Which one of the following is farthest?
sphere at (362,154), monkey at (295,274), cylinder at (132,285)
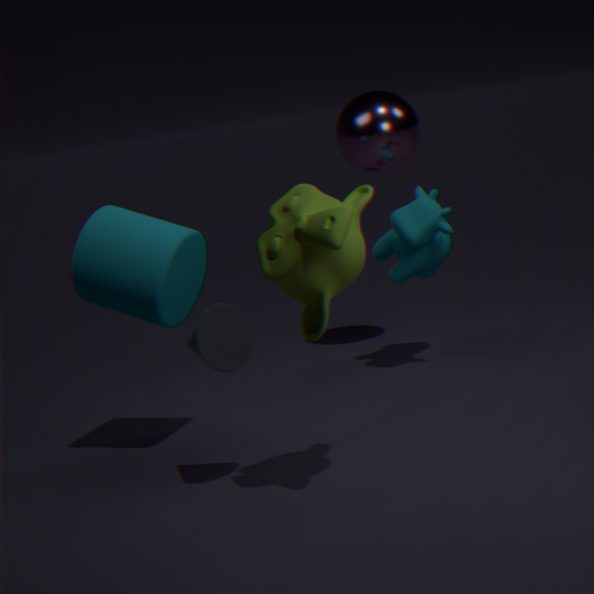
sphere at (362,154)
